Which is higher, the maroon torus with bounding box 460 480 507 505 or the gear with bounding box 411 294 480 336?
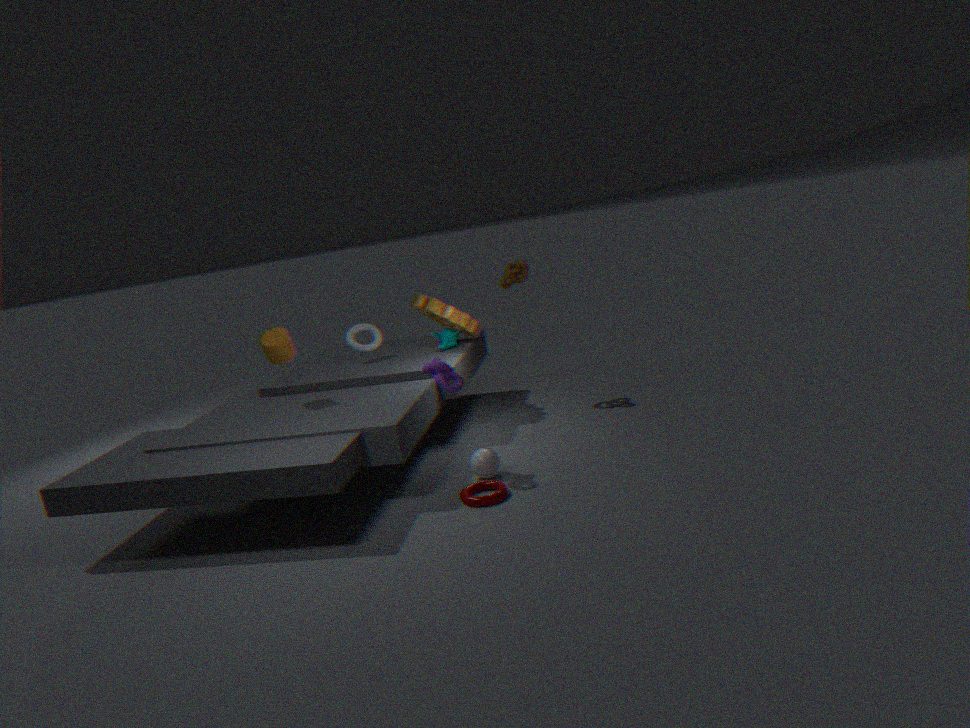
the gear with bounding box 411 294 480 336
